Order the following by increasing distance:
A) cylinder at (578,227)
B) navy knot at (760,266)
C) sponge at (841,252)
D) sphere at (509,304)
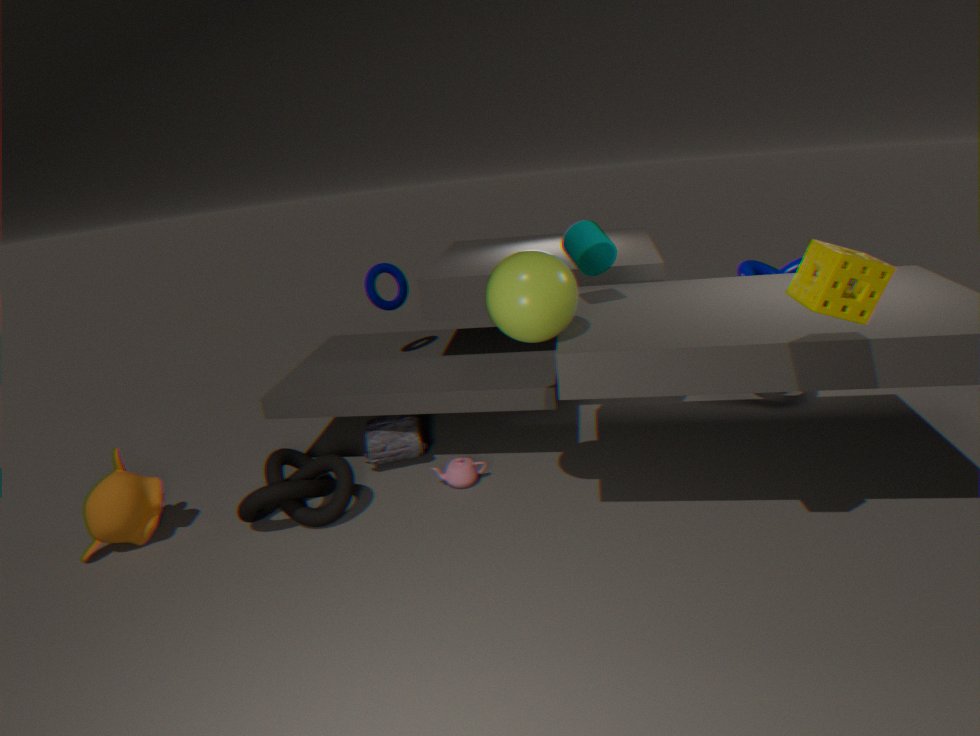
1. sponge at (841,252)
2. sphere at (509,304)
3. cylinder at (578,227)
4. navy knot at (760,266)
